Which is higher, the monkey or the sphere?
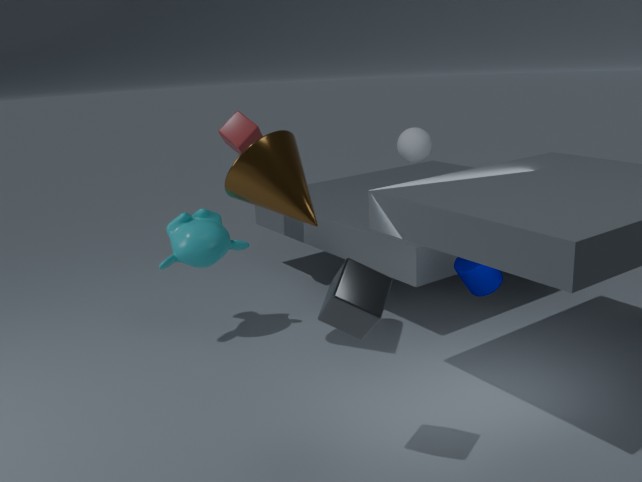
the sphere
